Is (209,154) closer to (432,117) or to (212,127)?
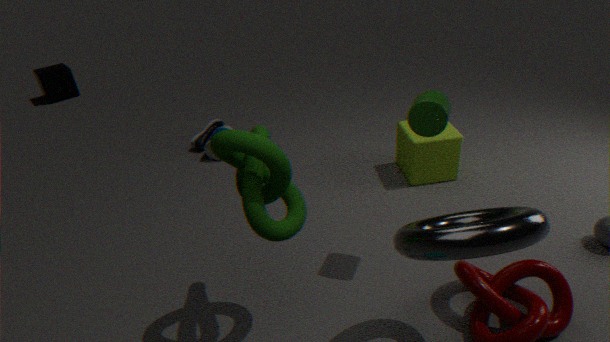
(212,127)
